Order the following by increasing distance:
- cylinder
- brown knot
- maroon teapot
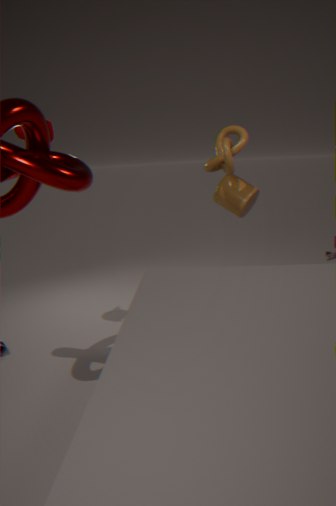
1. maroon teapot
2. brown knot
3. cylinder
